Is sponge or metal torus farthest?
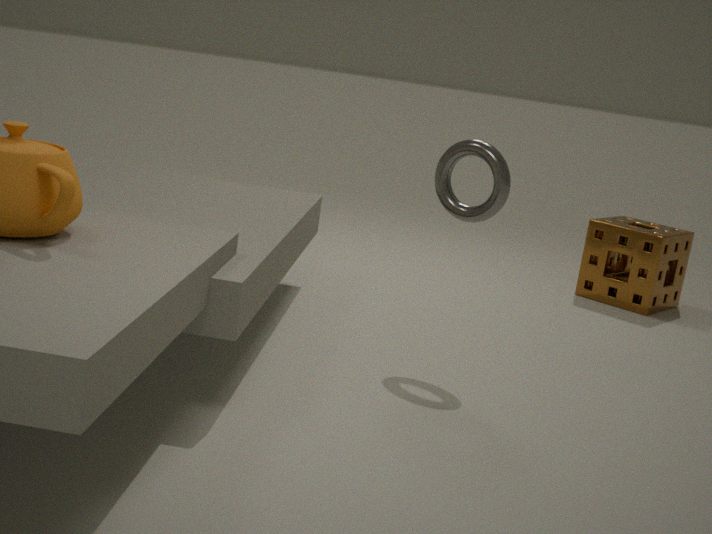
sponge
